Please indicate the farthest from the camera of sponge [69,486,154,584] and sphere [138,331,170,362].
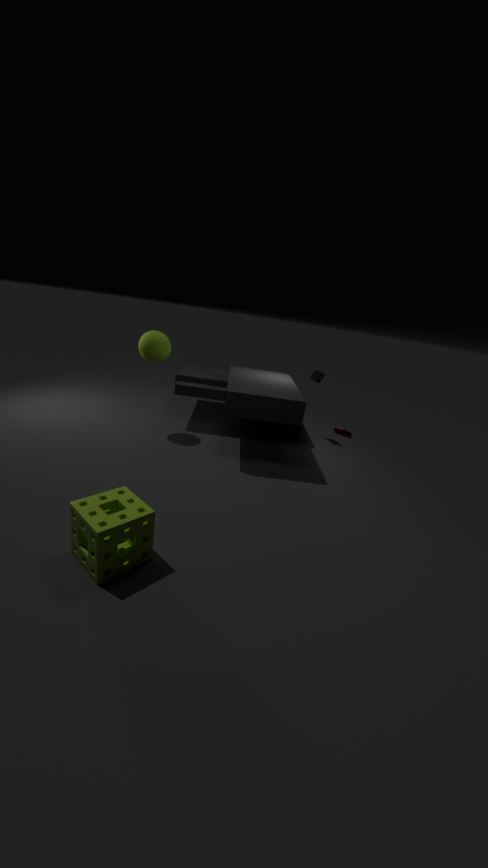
sphere [138,331,170,362]
